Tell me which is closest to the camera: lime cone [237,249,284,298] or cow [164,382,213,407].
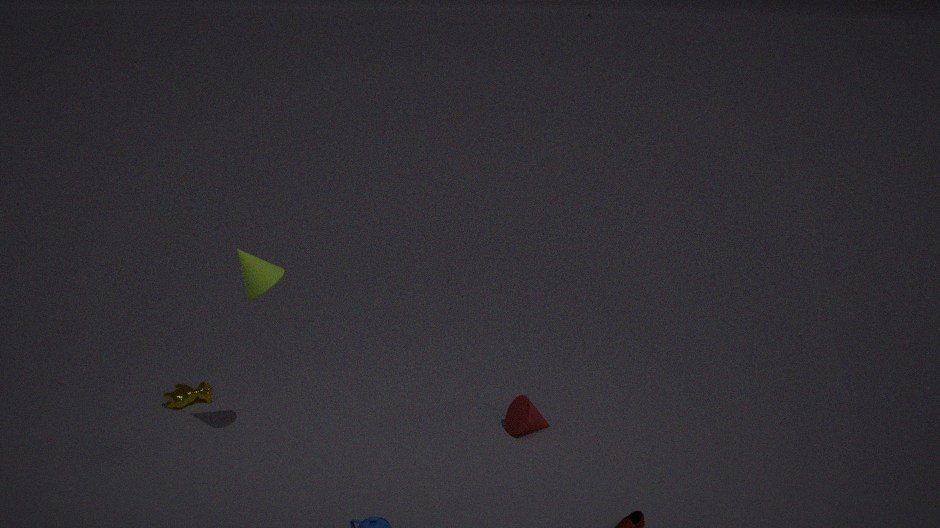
lime cone [237,249,284,298]
